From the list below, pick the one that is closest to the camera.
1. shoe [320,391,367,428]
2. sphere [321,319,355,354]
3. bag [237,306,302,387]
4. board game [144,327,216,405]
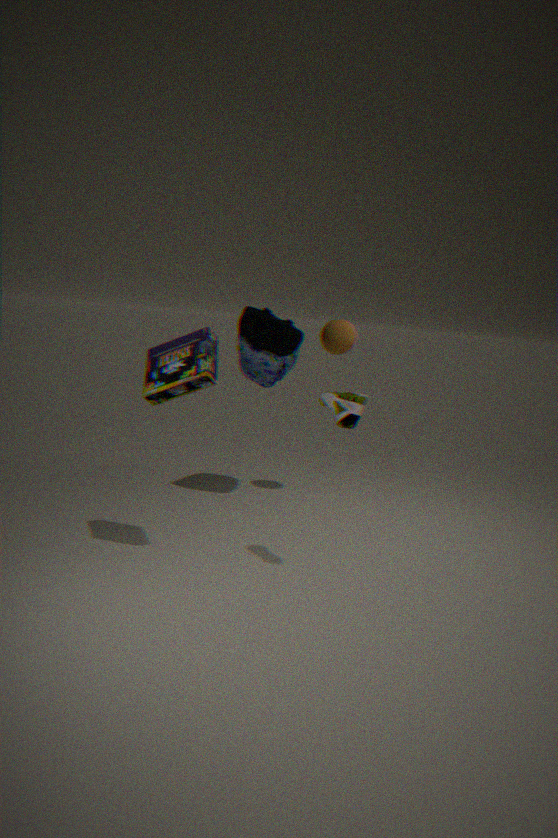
shoe [320,391,367,428]
